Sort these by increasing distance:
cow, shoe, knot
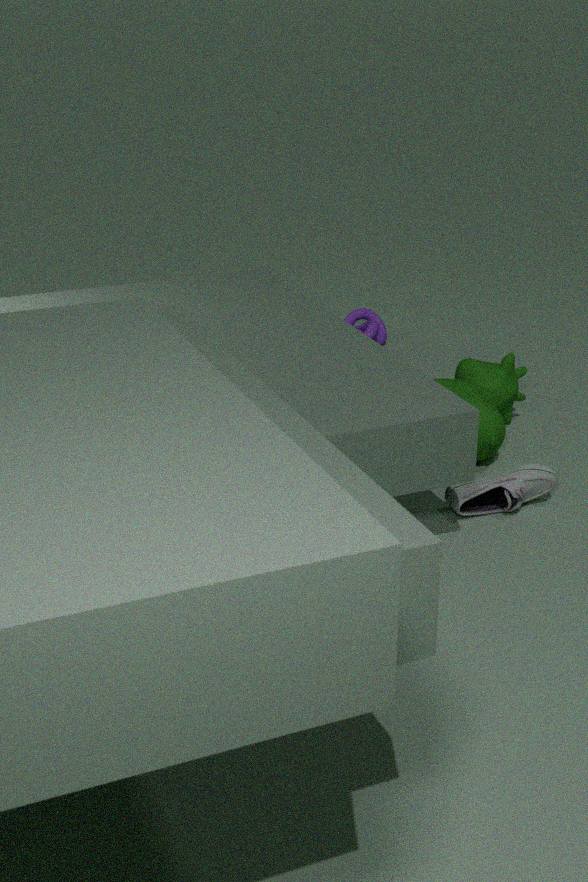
shoe
cow
knot
